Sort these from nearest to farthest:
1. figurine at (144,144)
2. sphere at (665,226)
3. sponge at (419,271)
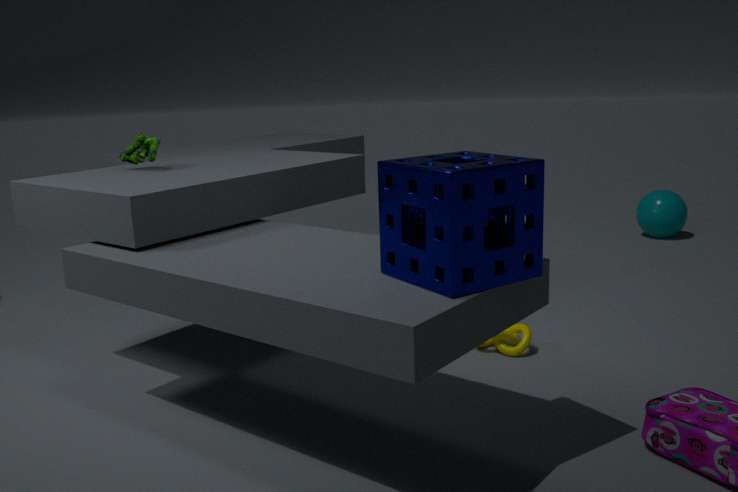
sponge at (419,271) < figurine at (144,144) < sphere at (665,226)
